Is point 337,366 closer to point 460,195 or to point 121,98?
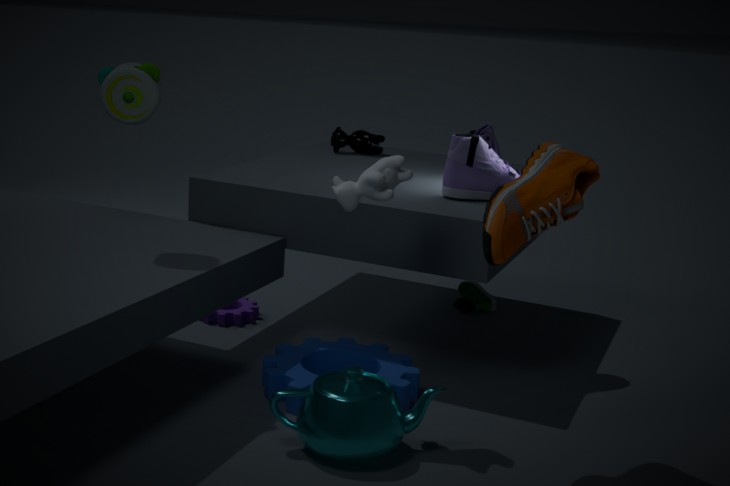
point 460,195
